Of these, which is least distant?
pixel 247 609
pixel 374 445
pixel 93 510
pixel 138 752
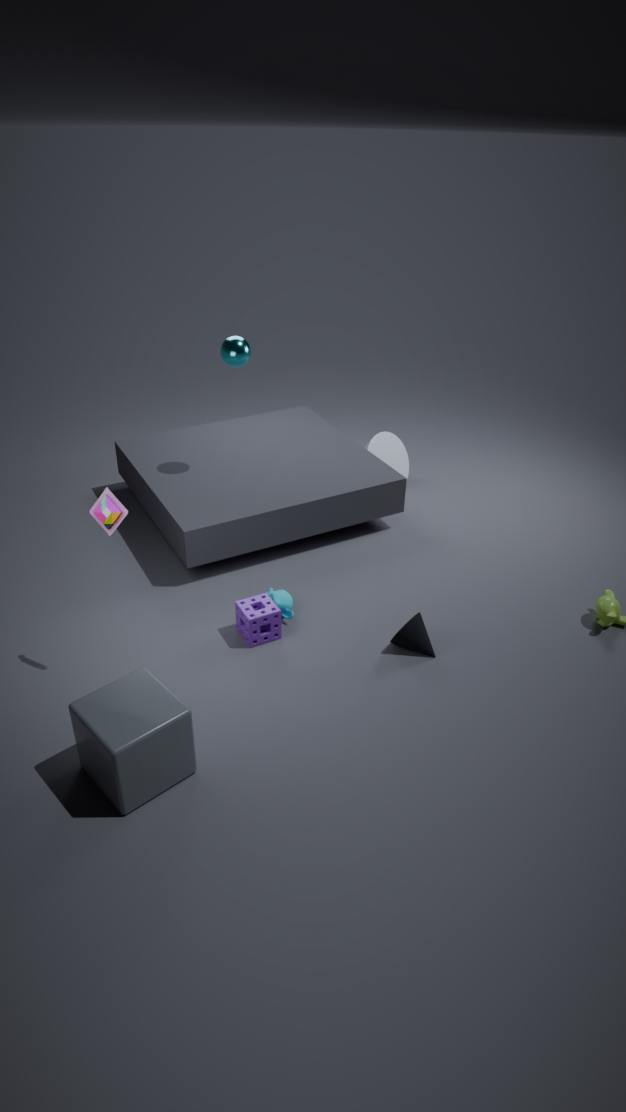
pixel 138 752
